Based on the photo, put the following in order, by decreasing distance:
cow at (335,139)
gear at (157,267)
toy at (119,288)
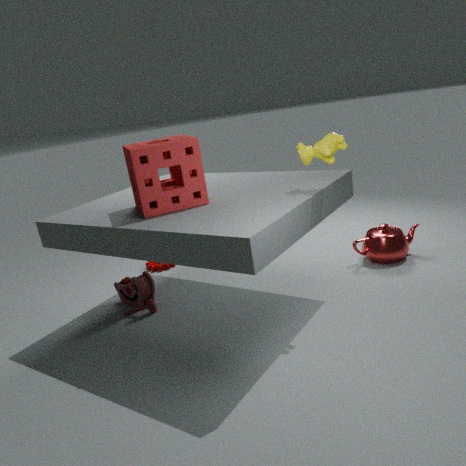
gear at (157,267) < toy at (119,288) < cow at (335,139)
